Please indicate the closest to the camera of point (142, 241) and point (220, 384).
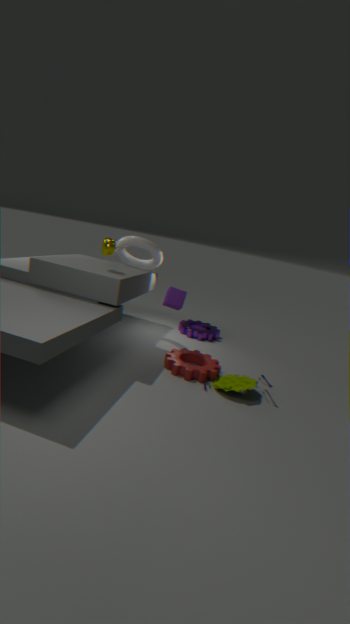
point (220, 384)
